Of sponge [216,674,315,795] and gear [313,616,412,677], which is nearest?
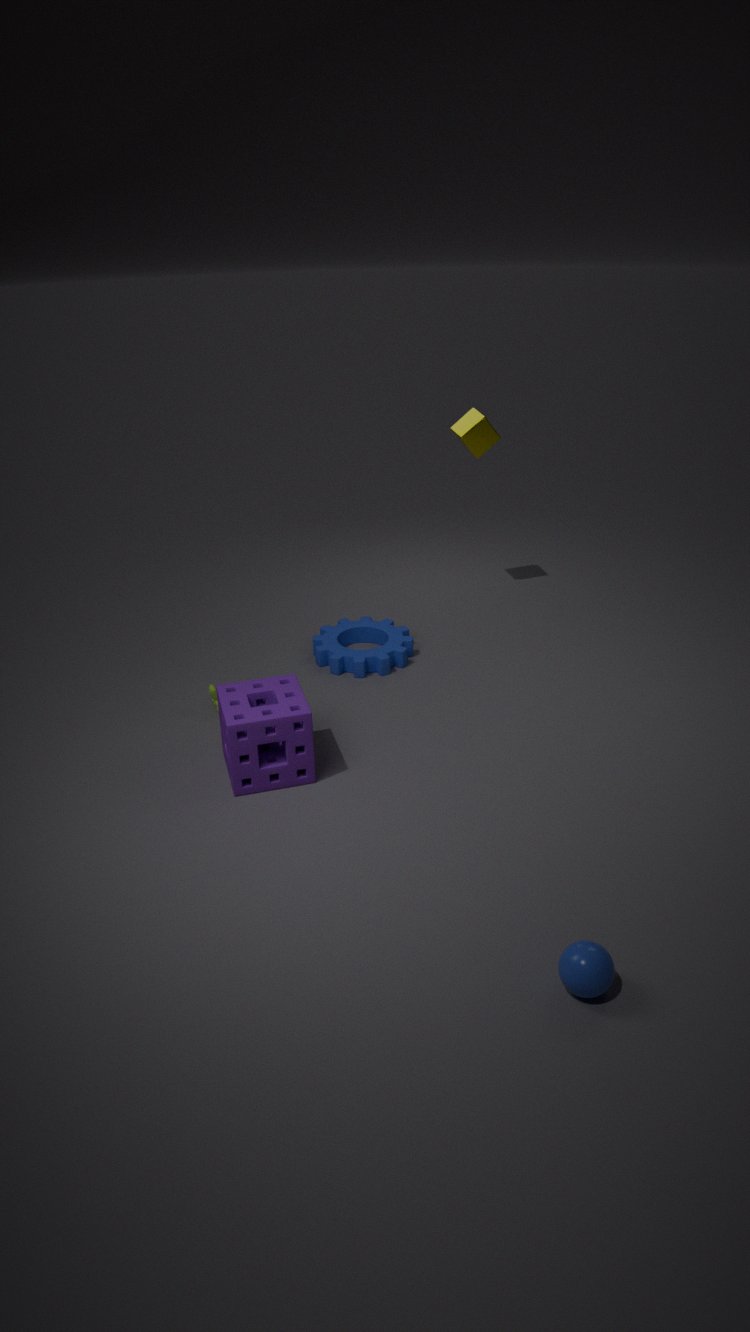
sponge [216,674,315,795]
